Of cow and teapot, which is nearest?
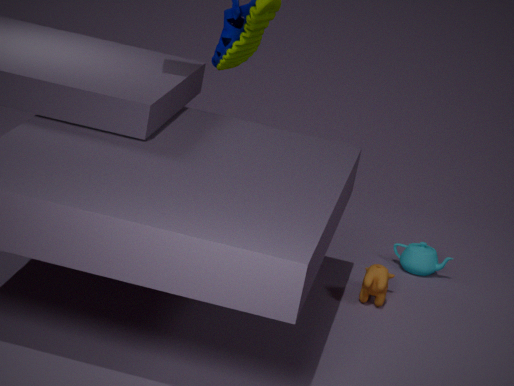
cow
